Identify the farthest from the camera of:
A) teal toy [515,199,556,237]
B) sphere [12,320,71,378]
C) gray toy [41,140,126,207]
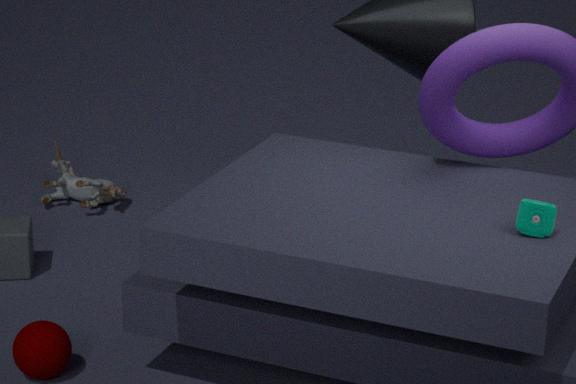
gray toy [41,140,126,207]
